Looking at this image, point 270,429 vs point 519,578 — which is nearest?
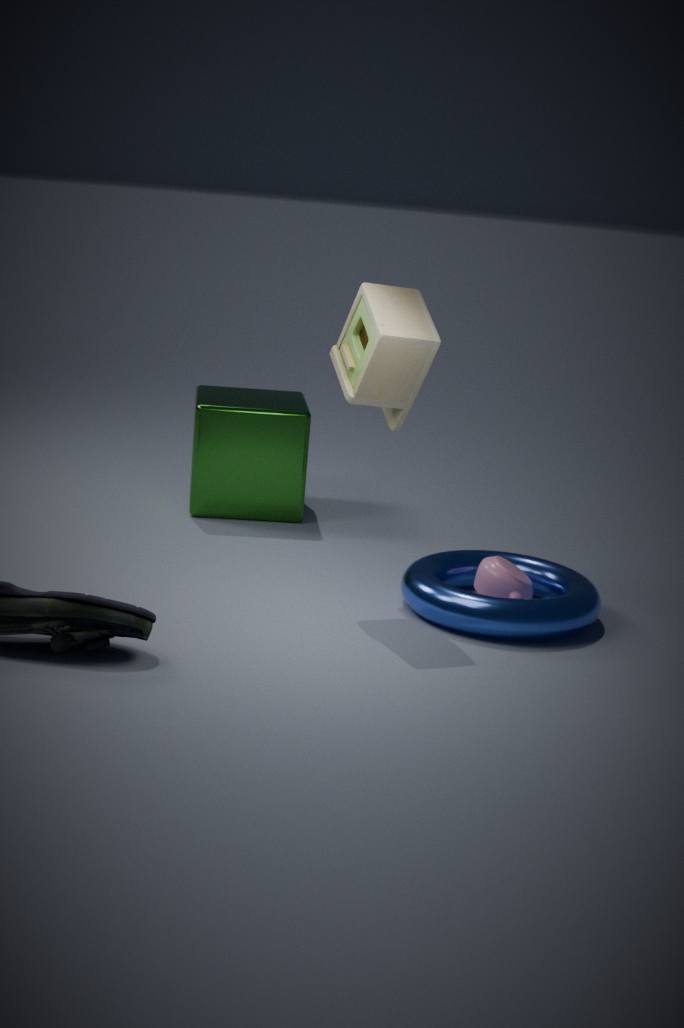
point 519,578
